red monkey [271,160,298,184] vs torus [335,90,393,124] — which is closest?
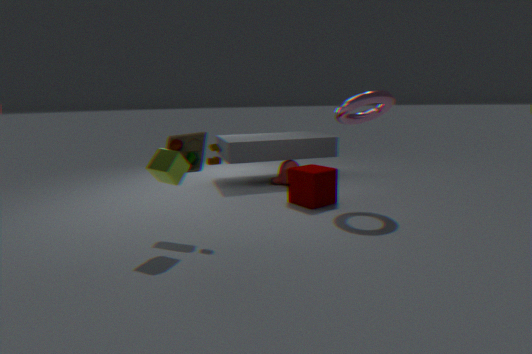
torus [335,90,393,124]
